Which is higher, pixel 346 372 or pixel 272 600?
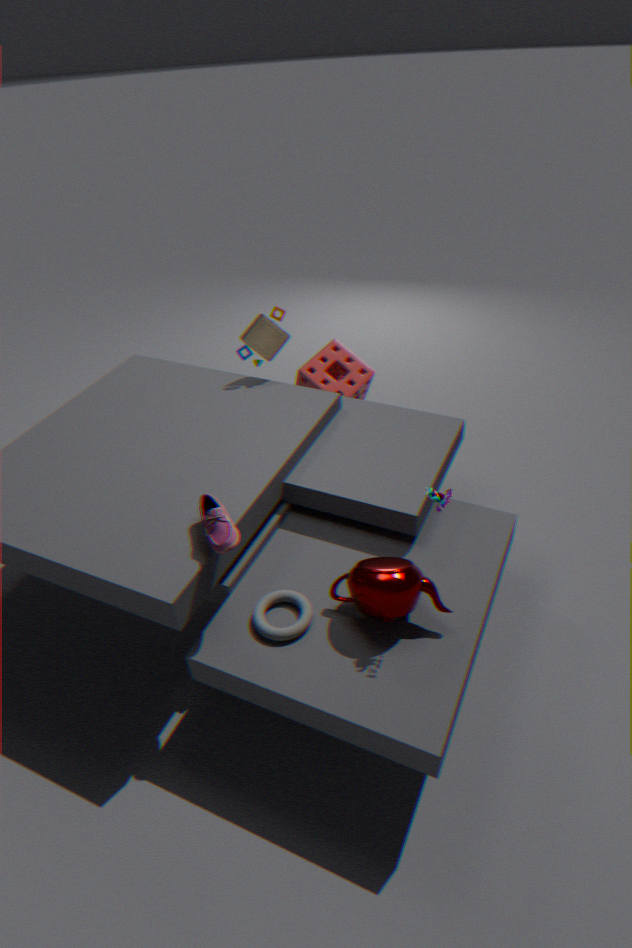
pixel 346 372
